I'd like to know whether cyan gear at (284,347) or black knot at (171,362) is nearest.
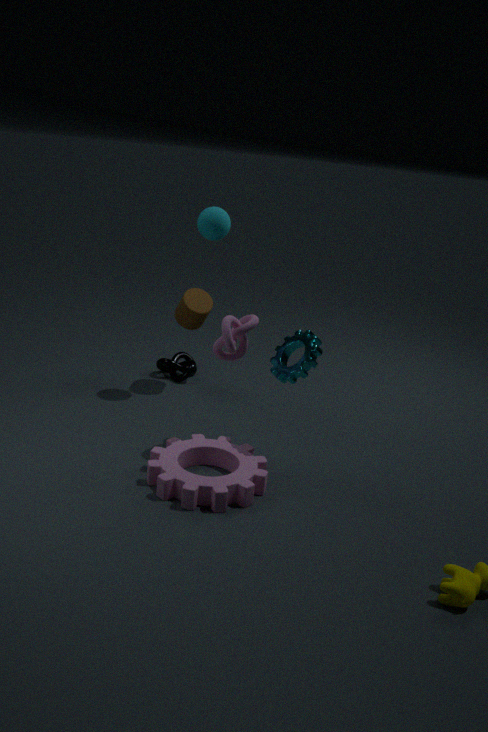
cyan gear at (284,347)
